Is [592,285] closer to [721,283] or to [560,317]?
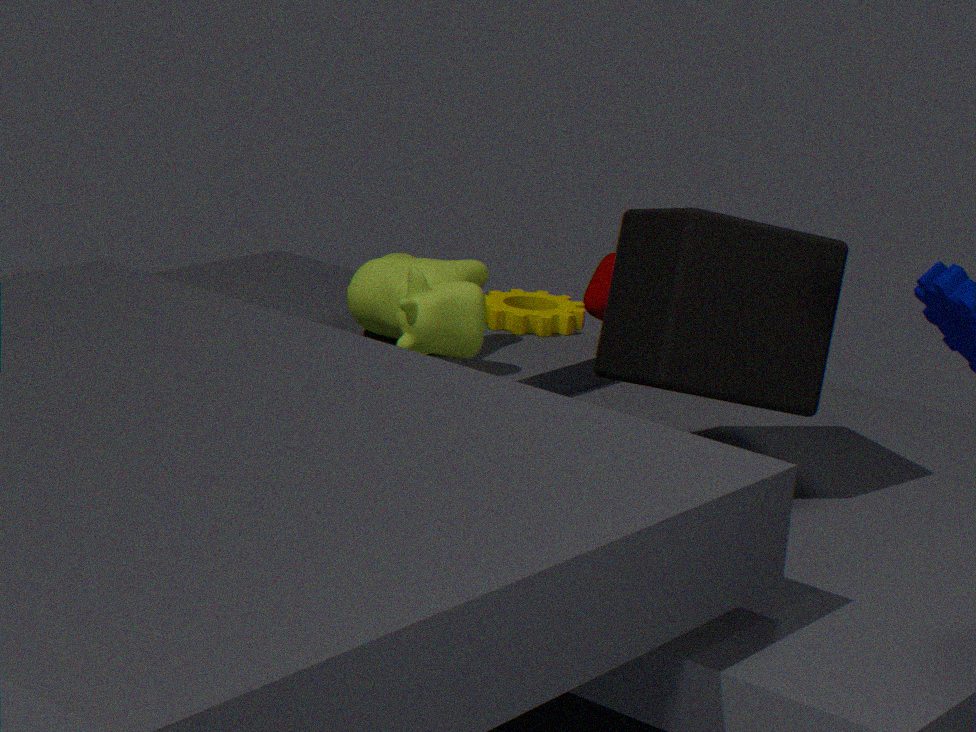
[560,317]
